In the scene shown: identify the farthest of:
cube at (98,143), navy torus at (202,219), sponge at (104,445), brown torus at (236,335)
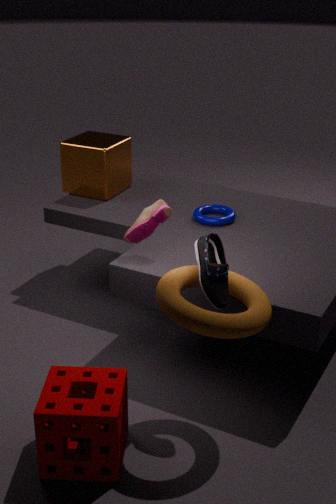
cube at (98,143)
